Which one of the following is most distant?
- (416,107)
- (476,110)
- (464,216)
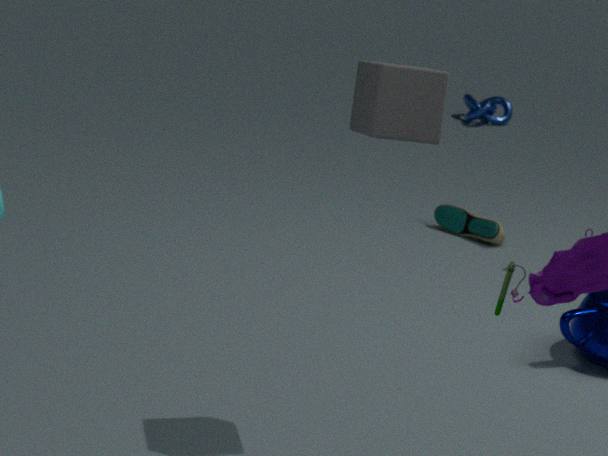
(476,110)
